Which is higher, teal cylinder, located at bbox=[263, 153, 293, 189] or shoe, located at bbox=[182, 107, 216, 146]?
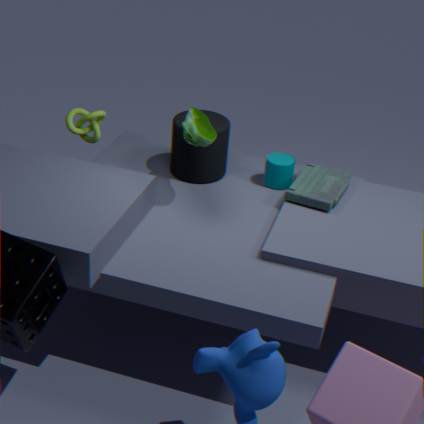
shoe, located at bbox=[182, 107, 216, 146]
